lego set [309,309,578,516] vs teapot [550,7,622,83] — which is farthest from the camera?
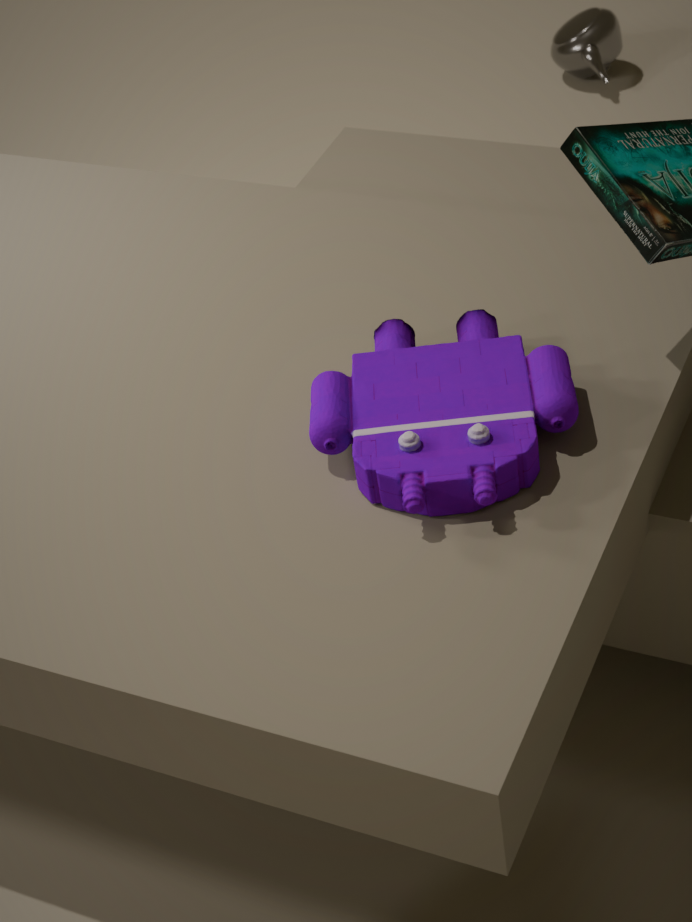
teapot [550,7,622,83]
